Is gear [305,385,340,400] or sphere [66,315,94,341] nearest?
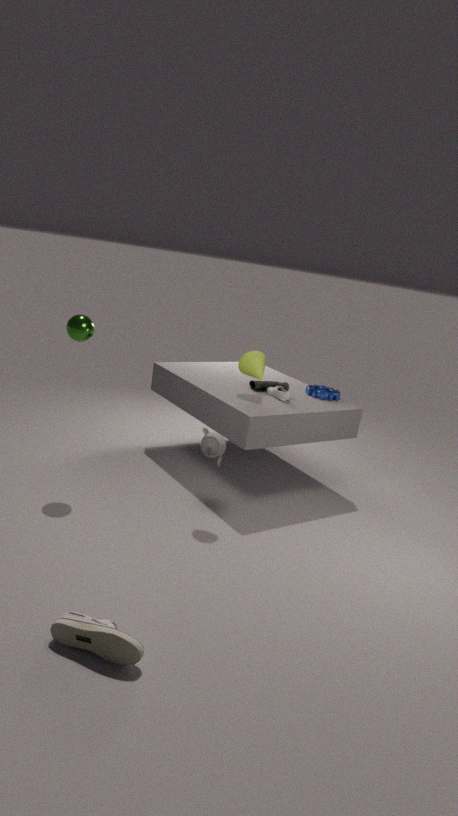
sphere [66,315,94,341]
